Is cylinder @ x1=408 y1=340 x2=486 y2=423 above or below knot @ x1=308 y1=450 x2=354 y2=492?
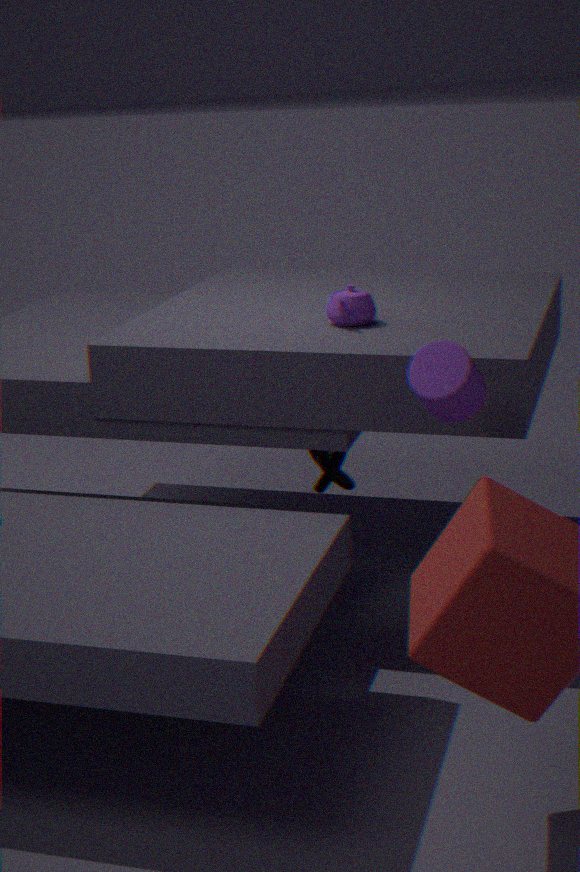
above
